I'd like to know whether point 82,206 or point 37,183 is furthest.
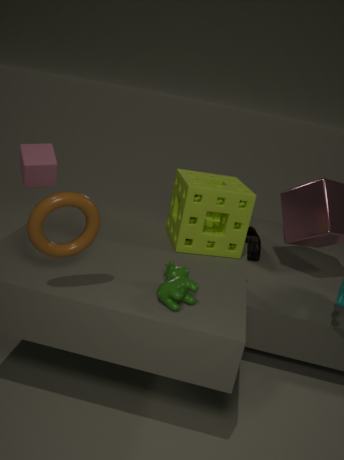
point 37,183
